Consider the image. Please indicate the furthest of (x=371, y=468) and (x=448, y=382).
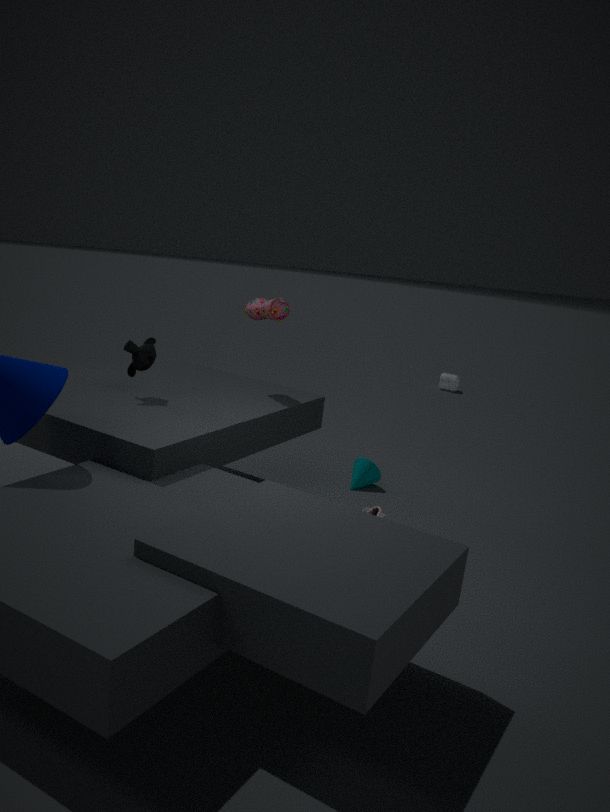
(x=448, y=382)
